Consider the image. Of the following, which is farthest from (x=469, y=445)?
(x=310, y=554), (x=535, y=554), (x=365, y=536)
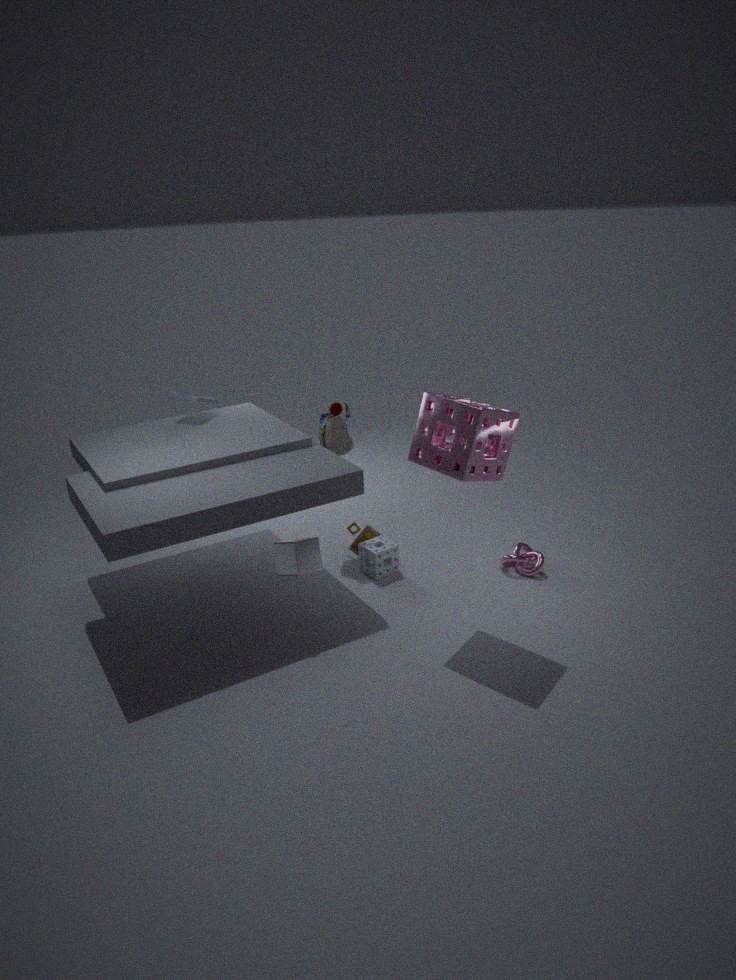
(x=365, y=536)
